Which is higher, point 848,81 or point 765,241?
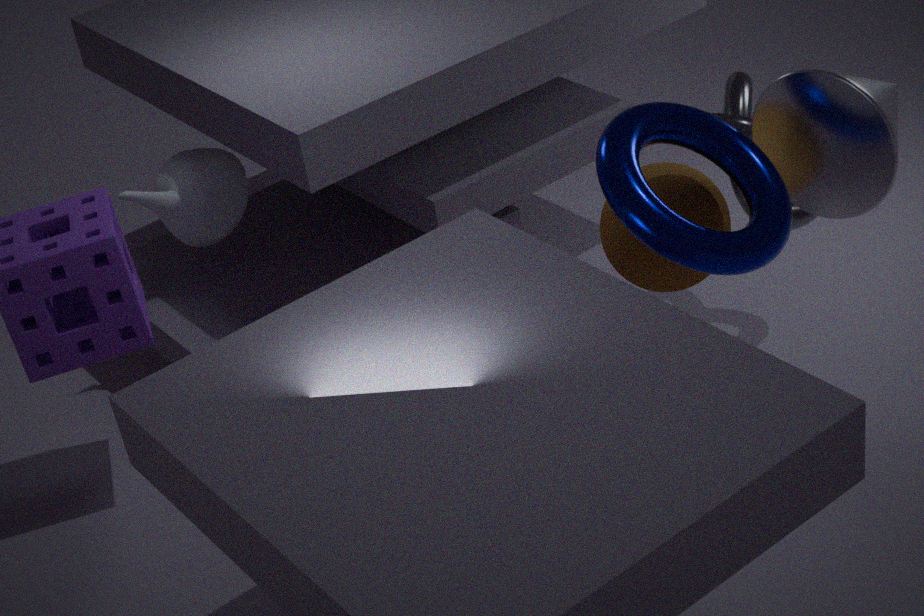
point 765,241
